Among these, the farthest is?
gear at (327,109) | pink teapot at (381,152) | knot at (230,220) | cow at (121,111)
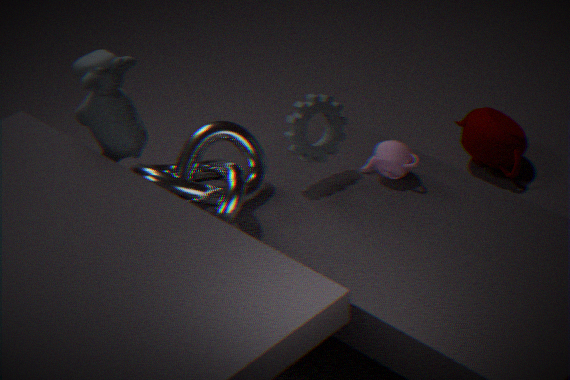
pink teapot at (381,152)
